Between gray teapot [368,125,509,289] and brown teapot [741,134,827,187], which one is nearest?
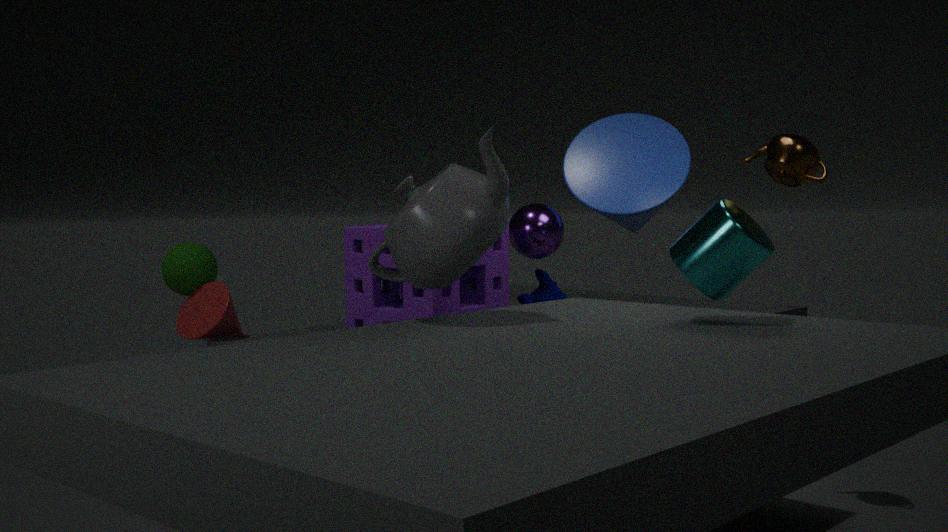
gray teapot [368,125,509,289]
